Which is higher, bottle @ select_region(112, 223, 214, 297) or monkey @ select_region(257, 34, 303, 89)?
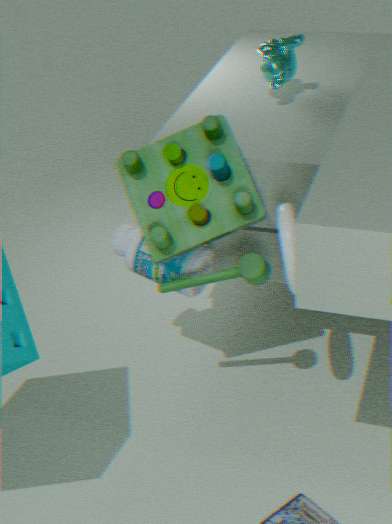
monkey @ select_region(257, 34, 303, 89)
